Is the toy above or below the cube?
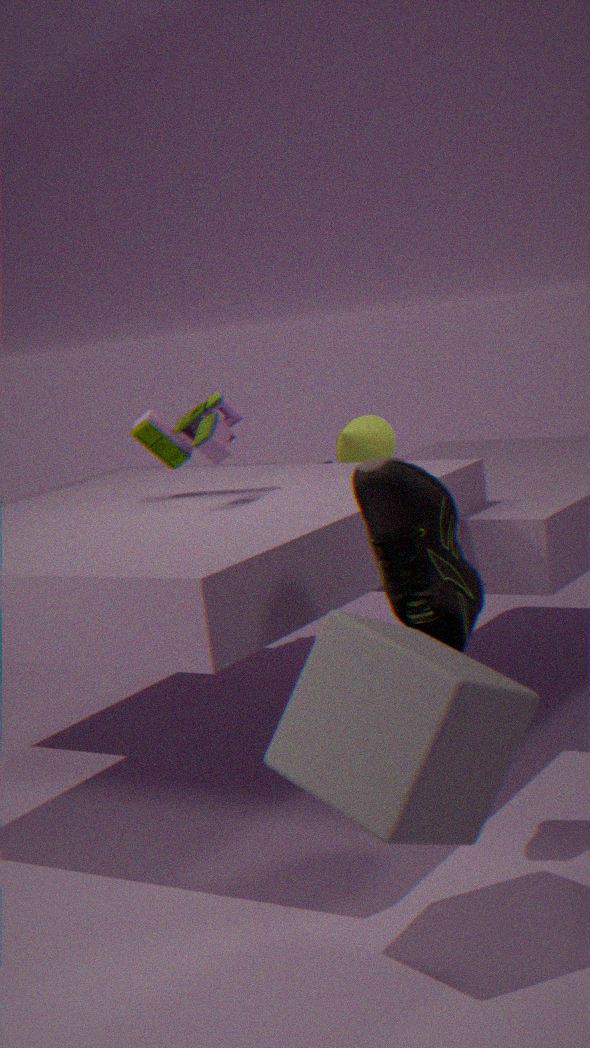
above
